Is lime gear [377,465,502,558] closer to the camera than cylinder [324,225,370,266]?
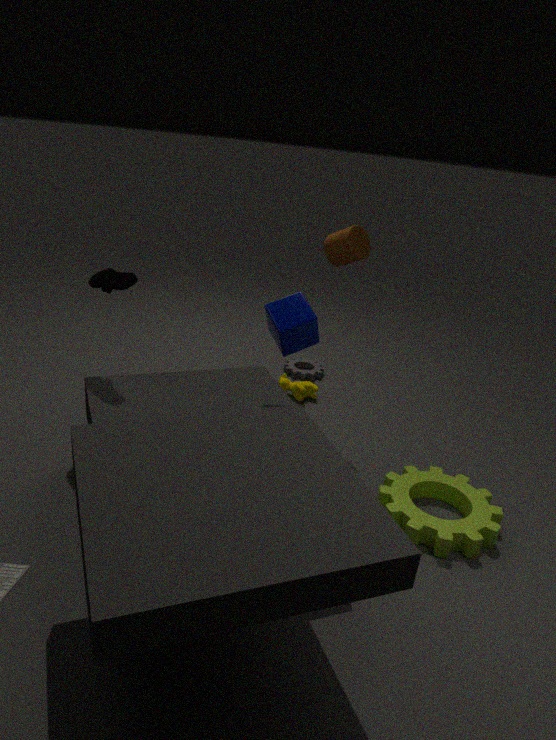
Yes
